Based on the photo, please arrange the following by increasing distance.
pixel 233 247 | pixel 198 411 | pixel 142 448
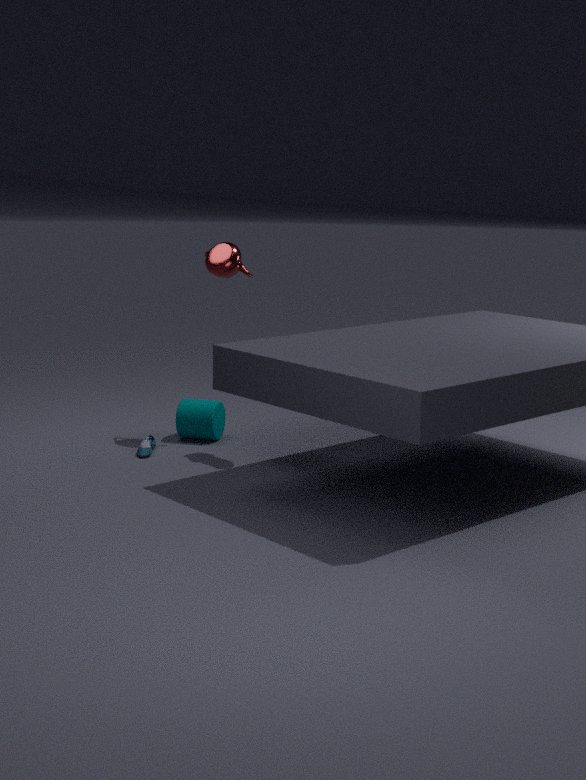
pixel 142 448, pixel 233 247, pixel 198 411
